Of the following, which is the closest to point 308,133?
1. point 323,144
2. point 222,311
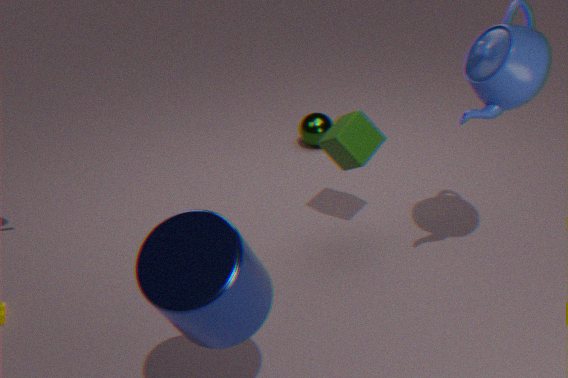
point 323,144
